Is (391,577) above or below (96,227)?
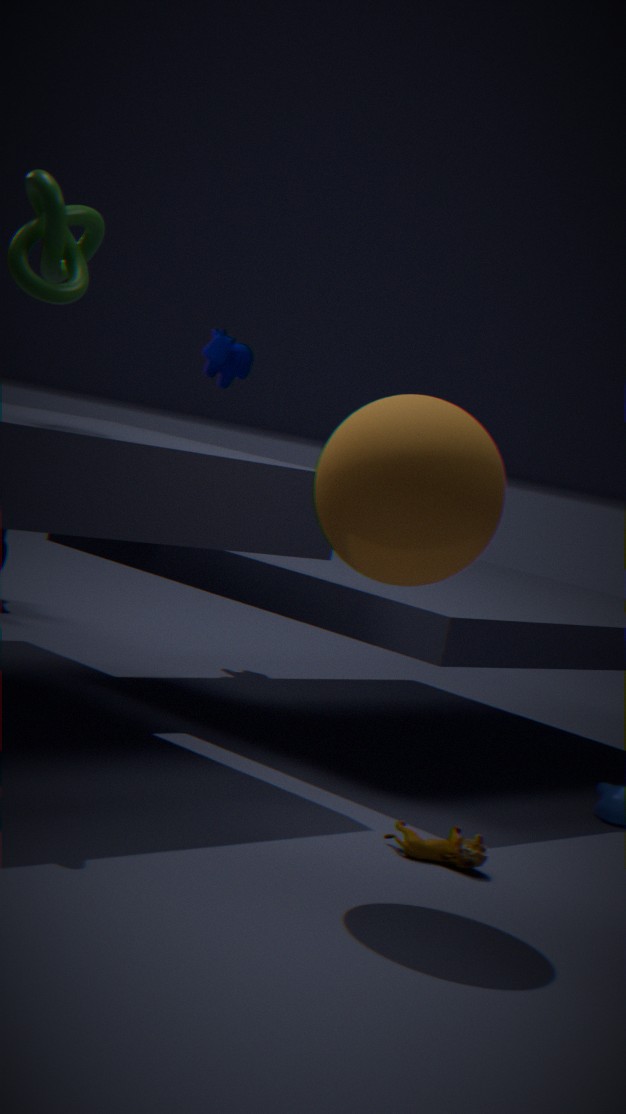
below
